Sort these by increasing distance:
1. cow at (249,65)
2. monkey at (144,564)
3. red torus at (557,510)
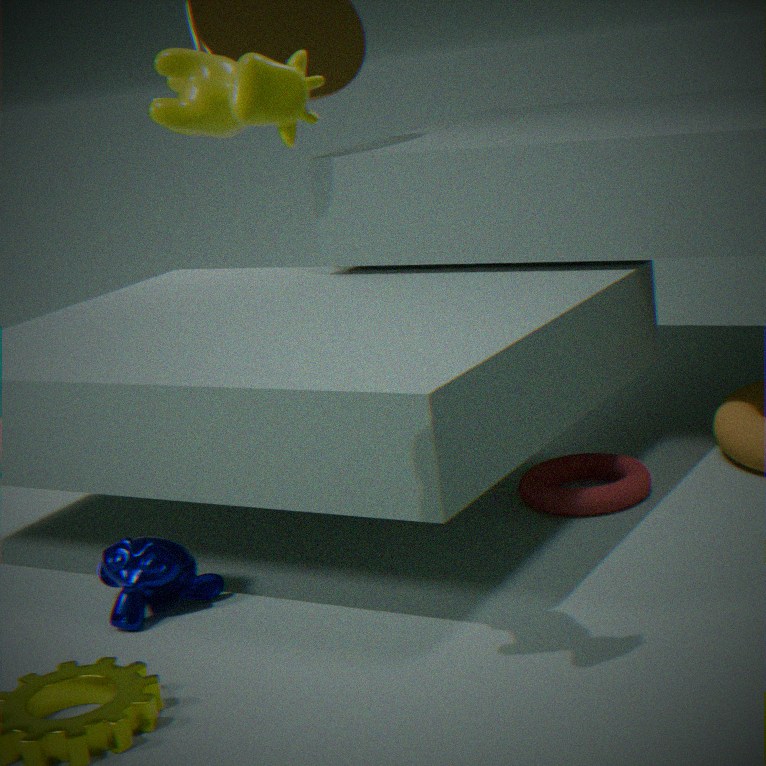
cow at (249,65) < monkey at (144,564) < red torus at (557,510)
